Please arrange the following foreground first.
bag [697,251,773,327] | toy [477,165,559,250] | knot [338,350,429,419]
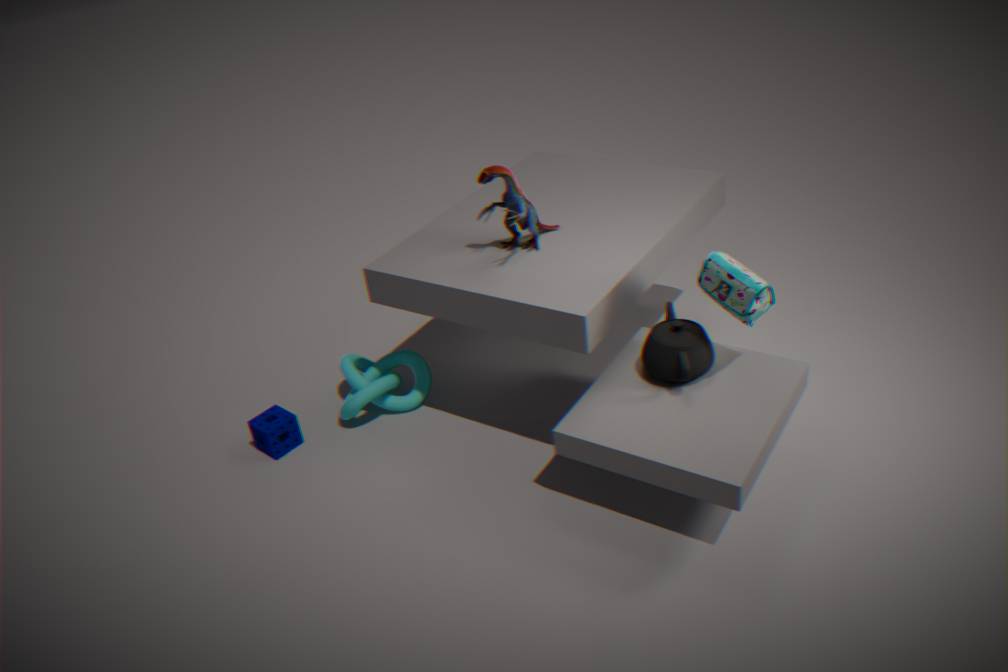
bag [697,251,773,327] < toy [477,165,559,250] < knot [338,350,429,419]
